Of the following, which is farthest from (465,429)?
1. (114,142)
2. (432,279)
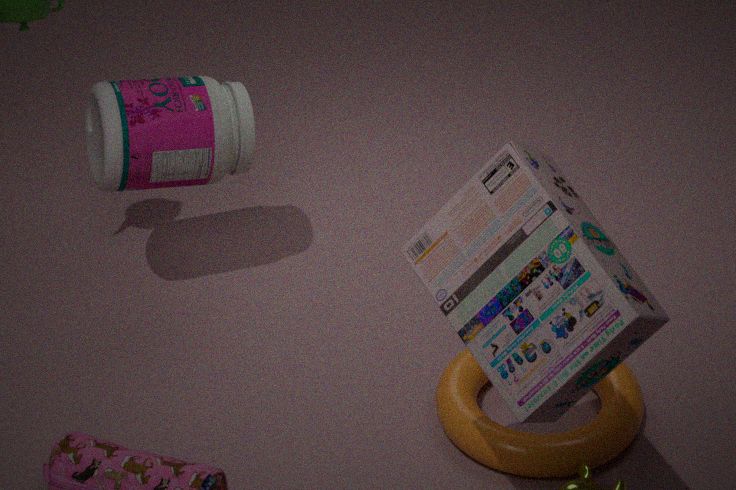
(114,142)
